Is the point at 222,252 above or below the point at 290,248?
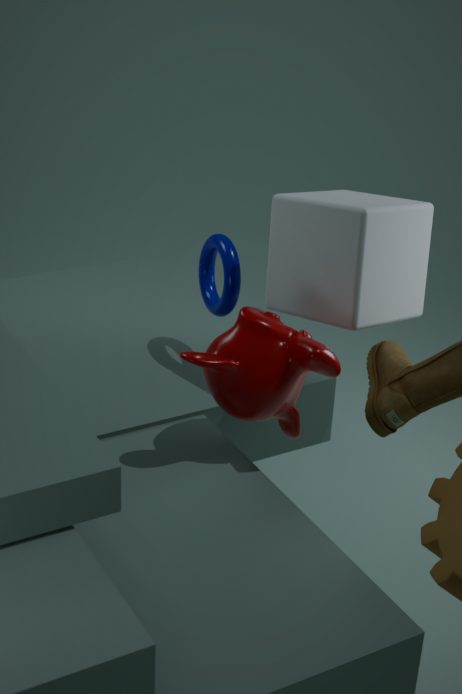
below
